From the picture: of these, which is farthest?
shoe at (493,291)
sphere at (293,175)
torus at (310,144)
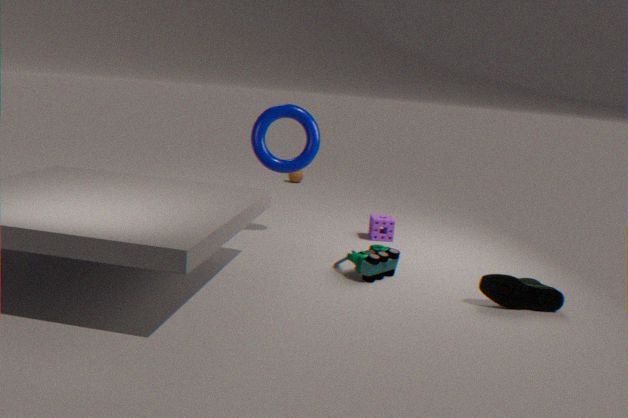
sphere at (293,175)
